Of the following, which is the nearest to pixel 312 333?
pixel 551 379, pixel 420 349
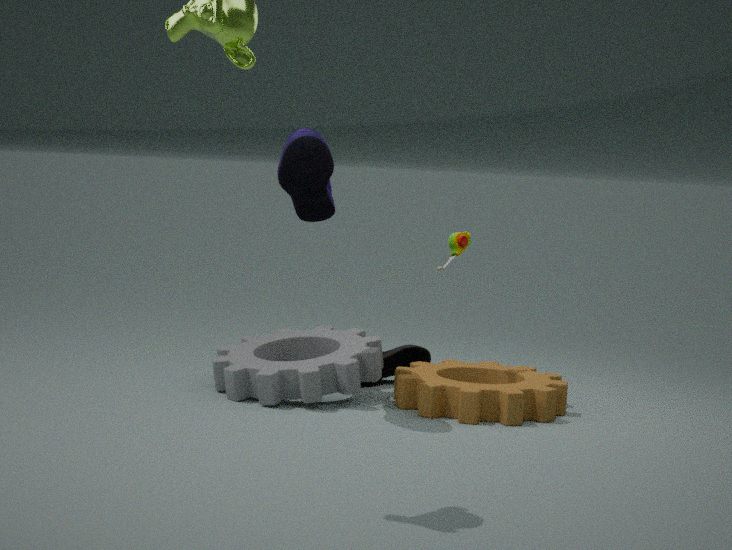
pixel 420 349
